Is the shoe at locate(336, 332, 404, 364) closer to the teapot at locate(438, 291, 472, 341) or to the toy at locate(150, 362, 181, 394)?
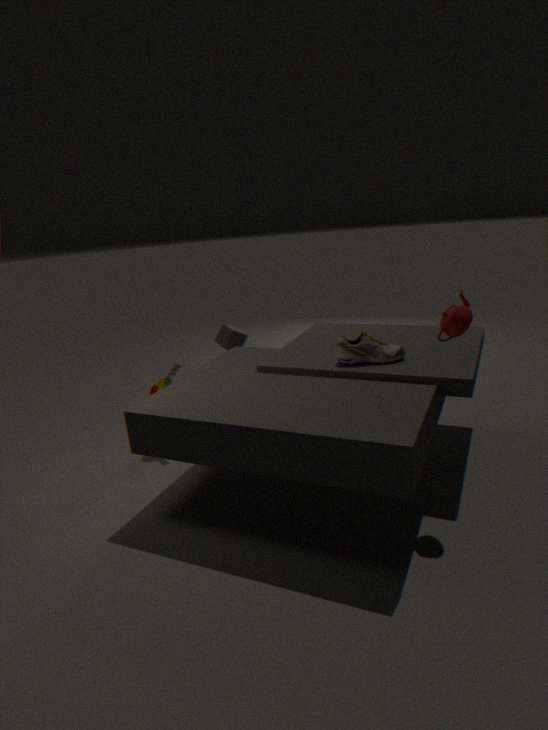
the teapot at locate(438, 291, 472, 341)
